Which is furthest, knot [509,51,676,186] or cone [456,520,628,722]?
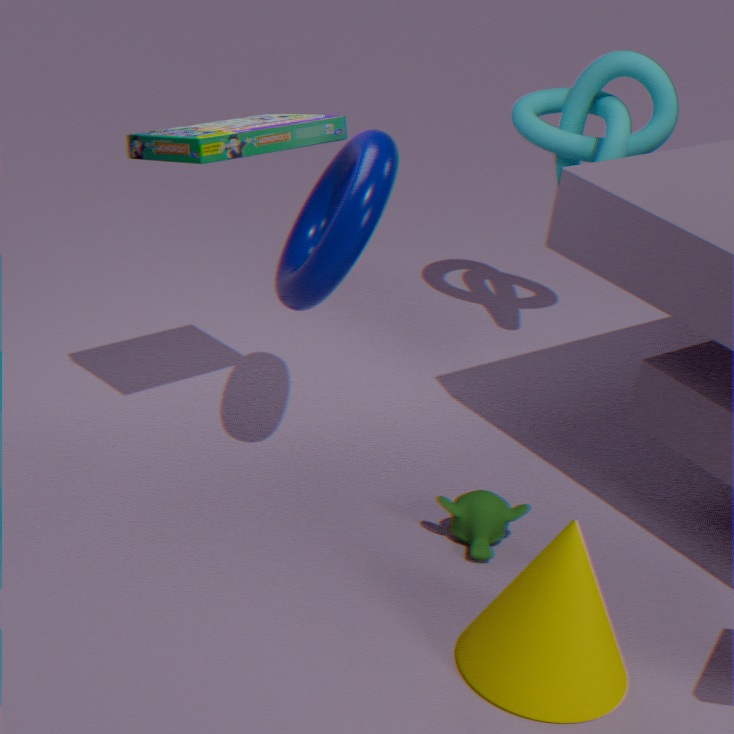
knot [509,51,676,186]
